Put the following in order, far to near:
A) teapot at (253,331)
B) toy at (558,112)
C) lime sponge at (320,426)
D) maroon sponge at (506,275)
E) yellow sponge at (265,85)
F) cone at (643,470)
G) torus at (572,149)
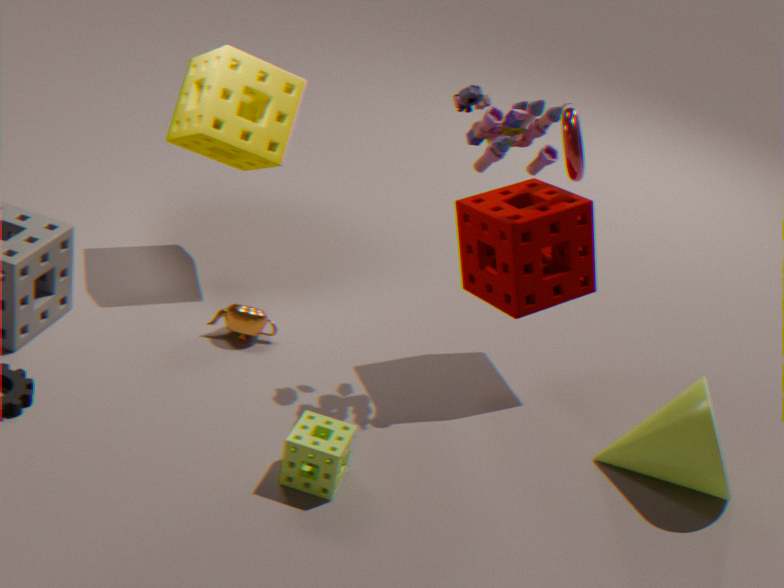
yellow sponge at (265,85)
teapot at (253,331)
torus at (572,149)
maroon sponge at (506,275)
cone at (643,470)
toy at (558,112)
lime sponge at (320,426)
